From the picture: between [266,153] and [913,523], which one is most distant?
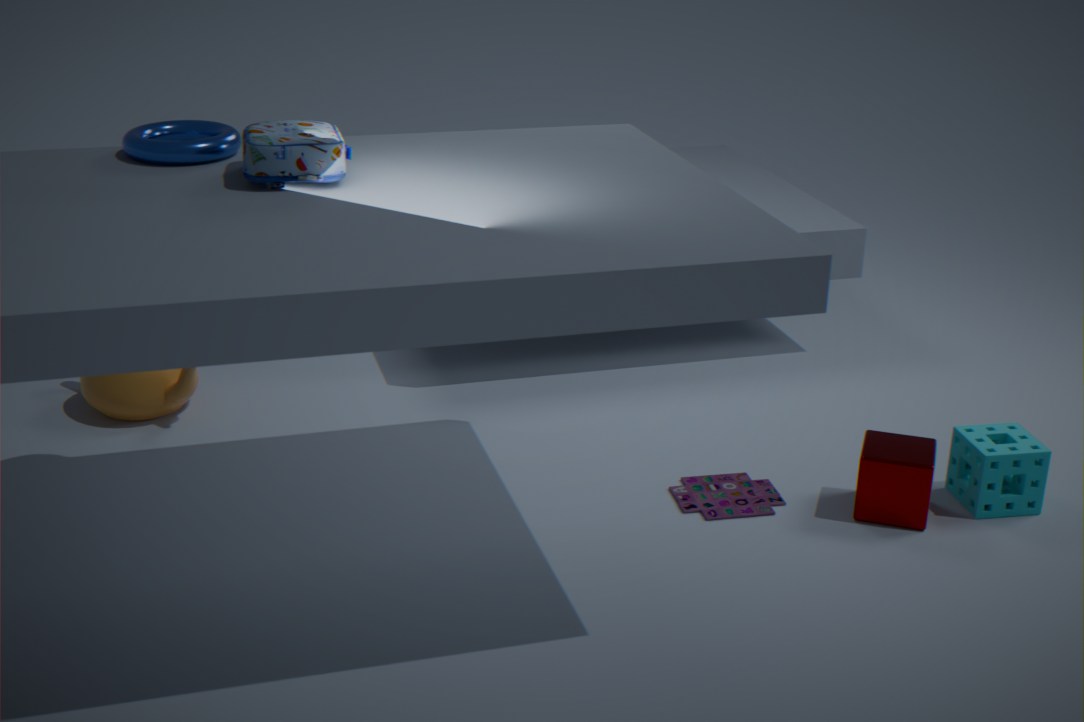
[913,523]
